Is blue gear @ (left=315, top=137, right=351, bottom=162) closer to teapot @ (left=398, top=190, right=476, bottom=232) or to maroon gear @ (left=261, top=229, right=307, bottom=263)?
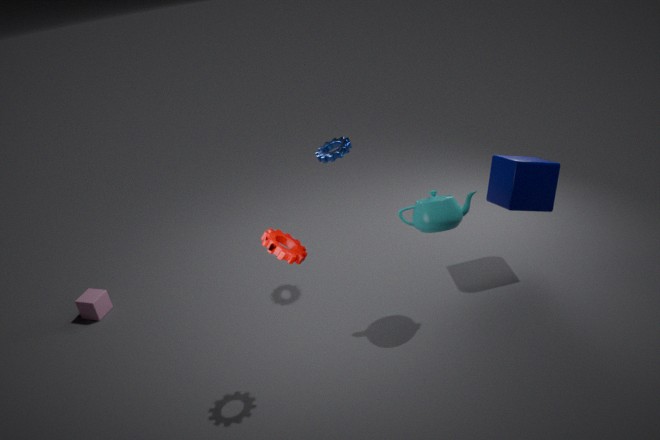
teapot @ (left=398, top=190, right=476, bottom=232)
